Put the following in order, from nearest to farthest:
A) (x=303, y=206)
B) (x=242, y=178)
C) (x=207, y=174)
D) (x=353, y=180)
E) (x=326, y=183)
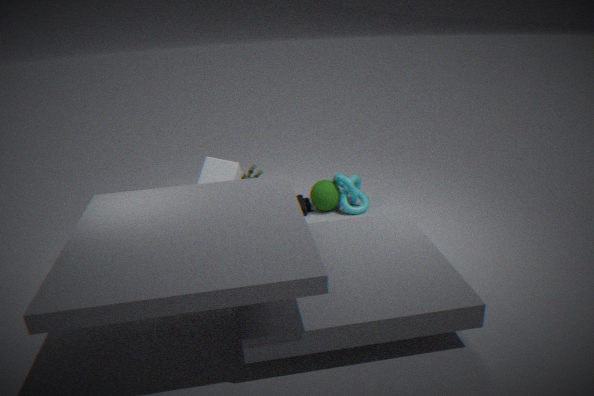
(x=242, y=178) < (x=207, y=174) < (x=326, y=183) < (x=303, y=206) < (x=353, y=180)
